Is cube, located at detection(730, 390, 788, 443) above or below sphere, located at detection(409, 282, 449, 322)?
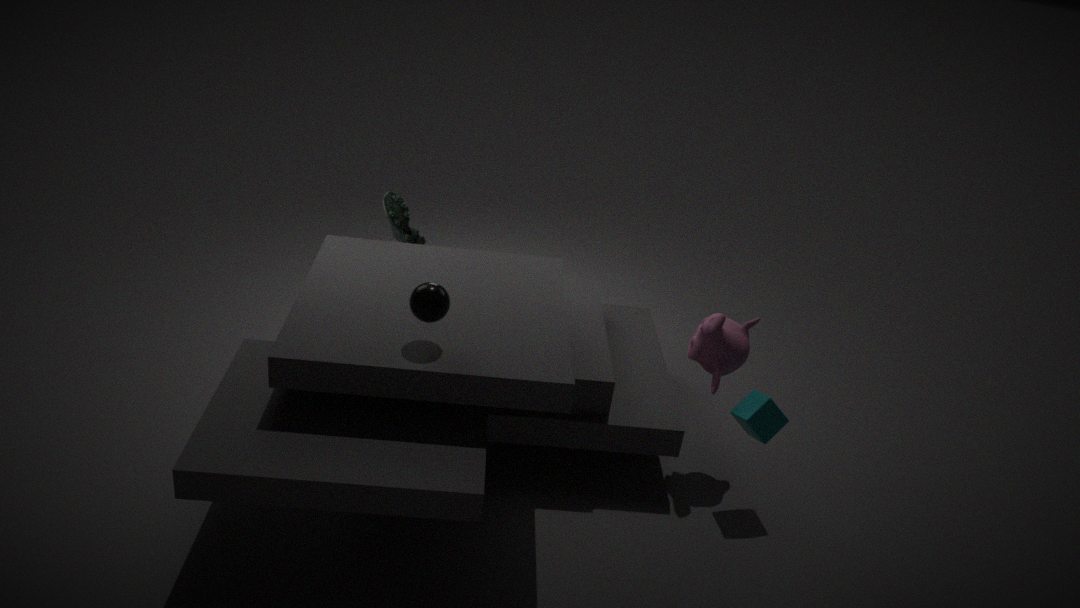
below
